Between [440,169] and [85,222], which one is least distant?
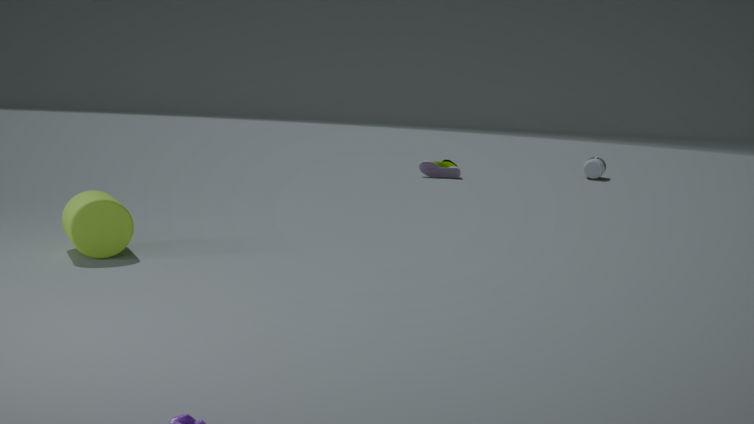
[85,222]
